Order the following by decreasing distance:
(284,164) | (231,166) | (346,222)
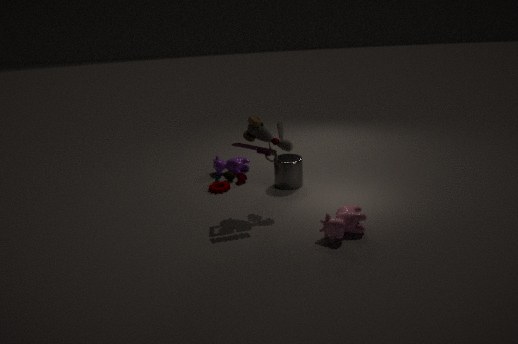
(231,166), (284,164), (346,222)
